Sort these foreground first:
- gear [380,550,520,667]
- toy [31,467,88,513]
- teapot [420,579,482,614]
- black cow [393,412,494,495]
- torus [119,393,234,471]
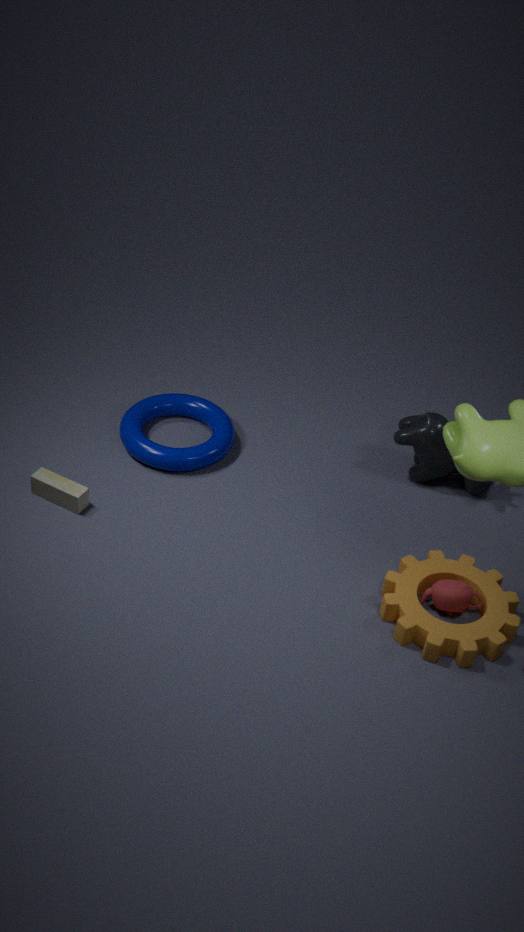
gear [380,550,520,667] < teapot [420,579,482,614] < toy [31,467,88,513] < black cow [393,412,494,495] < torus [119,393,234,471]
